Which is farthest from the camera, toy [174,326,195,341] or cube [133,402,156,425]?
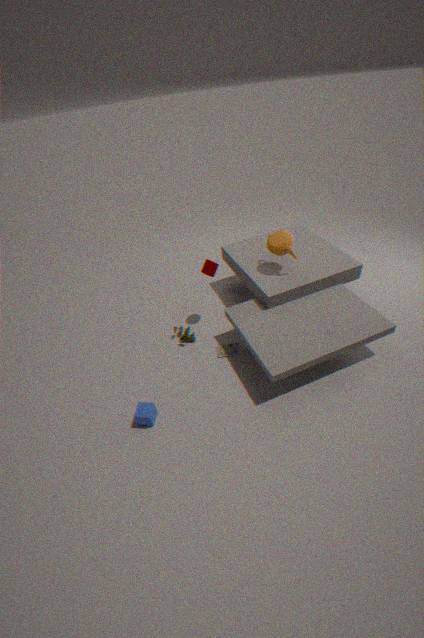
toy [174,326,195,341]
